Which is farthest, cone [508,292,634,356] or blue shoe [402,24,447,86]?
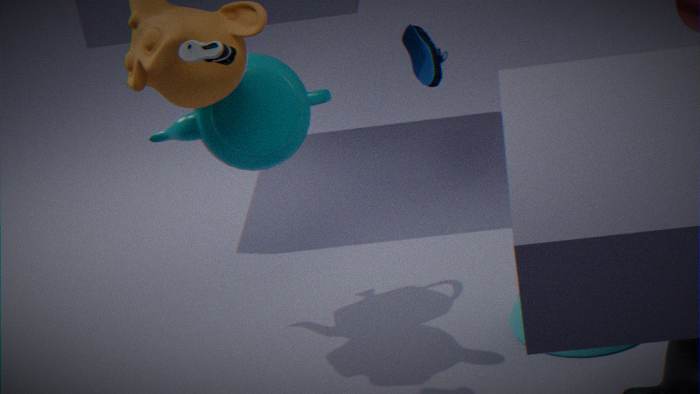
blue shoe [402,24,447,86]
